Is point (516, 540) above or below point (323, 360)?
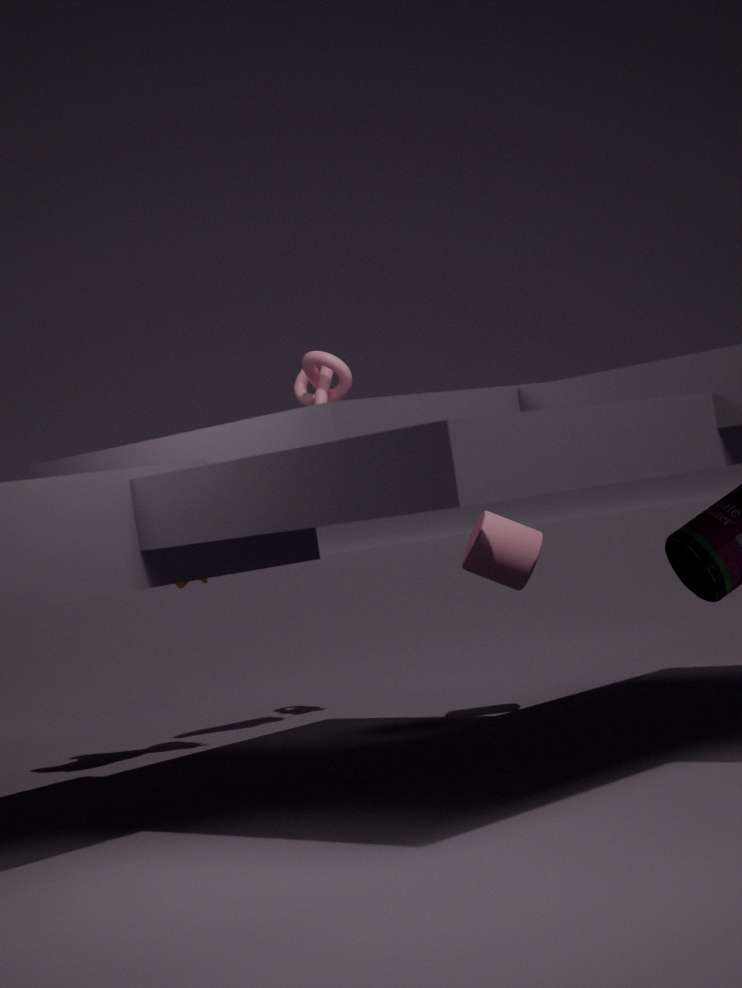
below
